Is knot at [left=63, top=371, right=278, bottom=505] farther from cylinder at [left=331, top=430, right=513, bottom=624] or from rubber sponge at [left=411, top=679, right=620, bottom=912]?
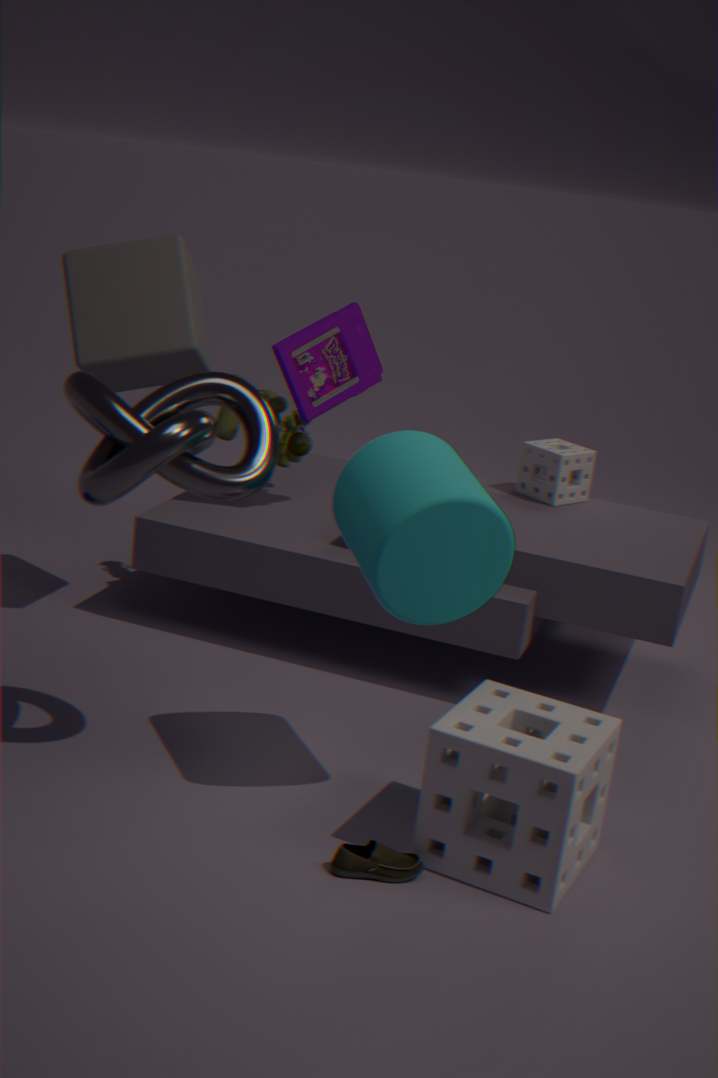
rubber sponge at [left=411, top=679, right=620, bottom=912]
